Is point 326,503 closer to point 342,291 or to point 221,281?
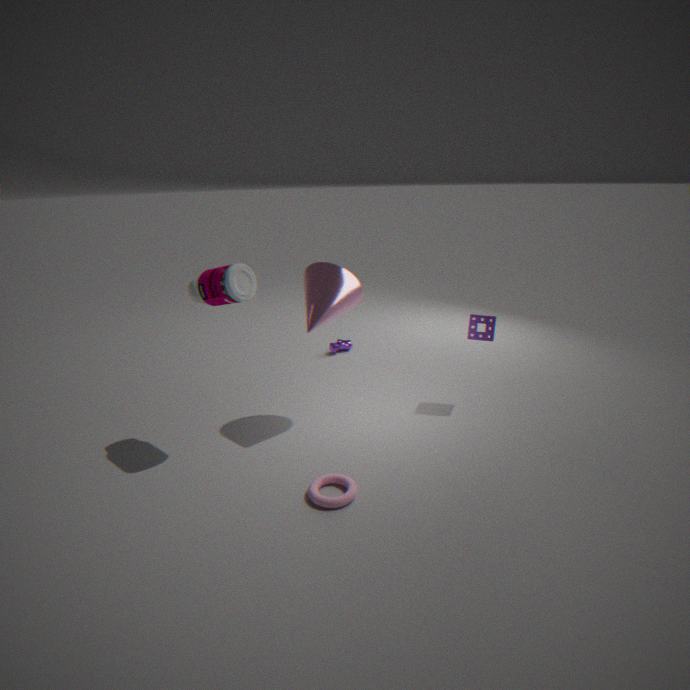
point 342,291
